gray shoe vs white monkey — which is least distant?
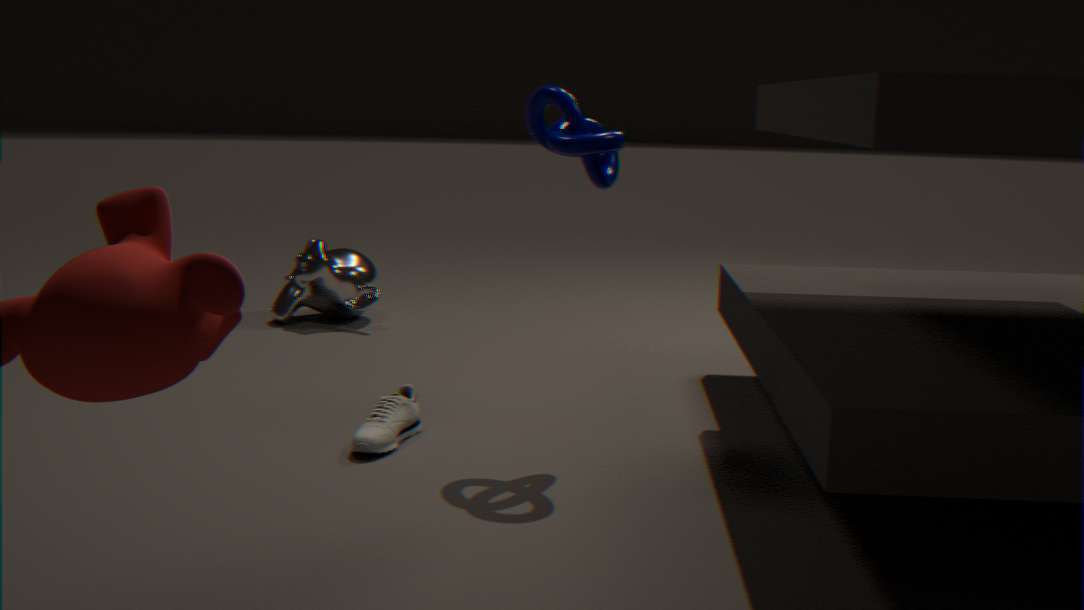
gray shoe
